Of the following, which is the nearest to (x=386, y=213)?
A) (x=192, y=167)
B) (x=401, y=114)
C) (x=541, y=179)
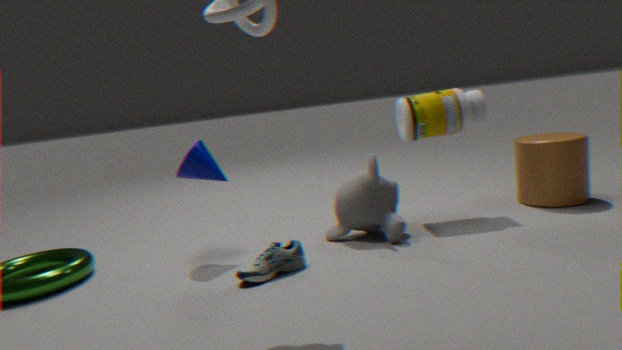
(x=401, y=114)
